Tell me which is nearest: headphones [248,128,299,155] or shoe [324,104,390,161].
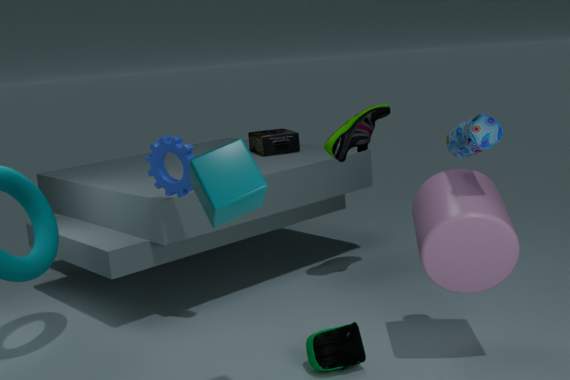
shoe [324,104,390,161]
